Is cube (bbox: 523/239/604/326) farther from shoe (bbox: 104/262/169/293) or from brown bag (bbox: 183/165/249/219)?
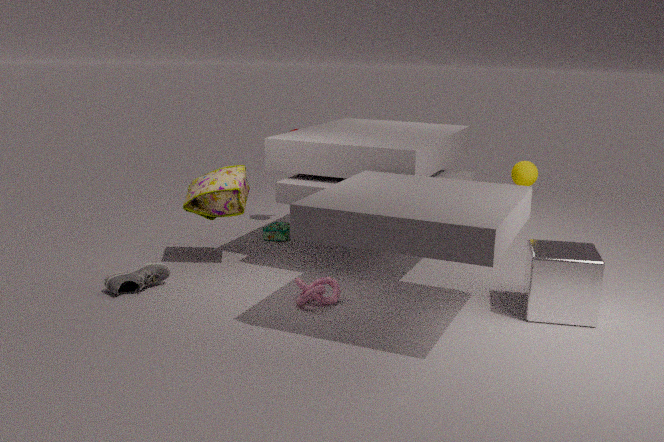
shoe (bbox: 104/262/169/293)
